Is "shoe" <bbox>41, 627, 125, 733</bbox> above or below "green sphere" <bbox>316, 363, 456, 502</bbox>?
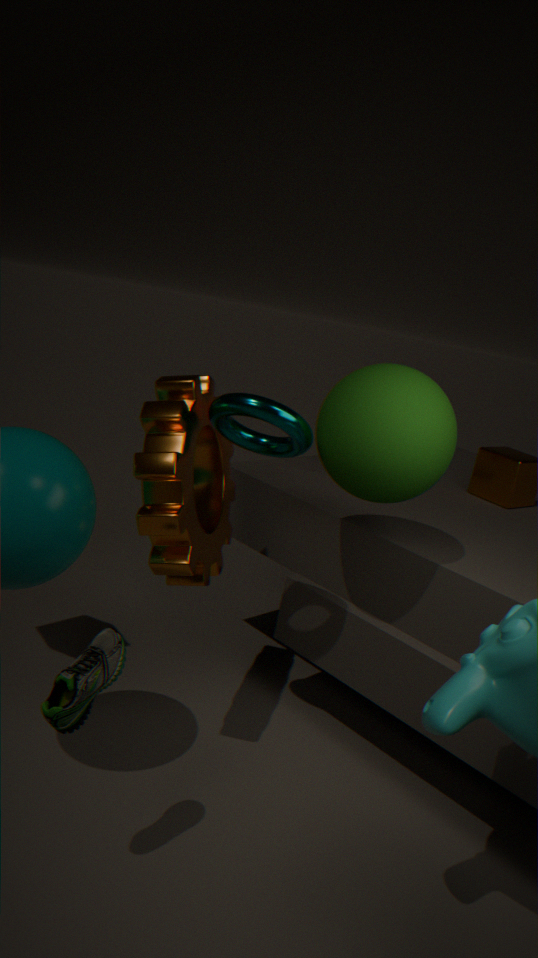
below
